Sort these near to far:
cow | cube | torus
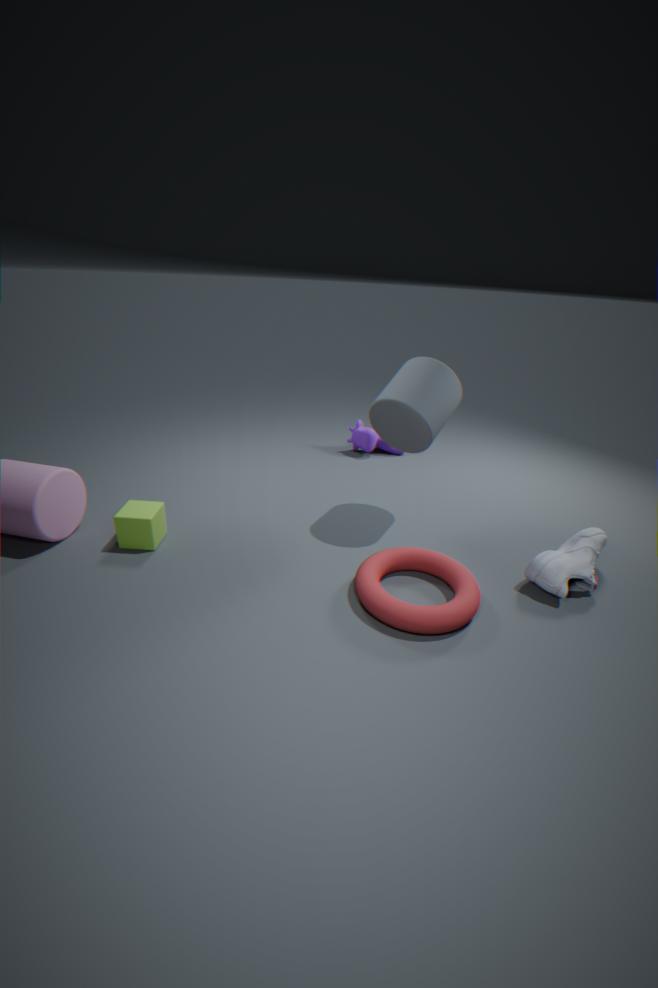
1. torus
2. cube
3. cow
